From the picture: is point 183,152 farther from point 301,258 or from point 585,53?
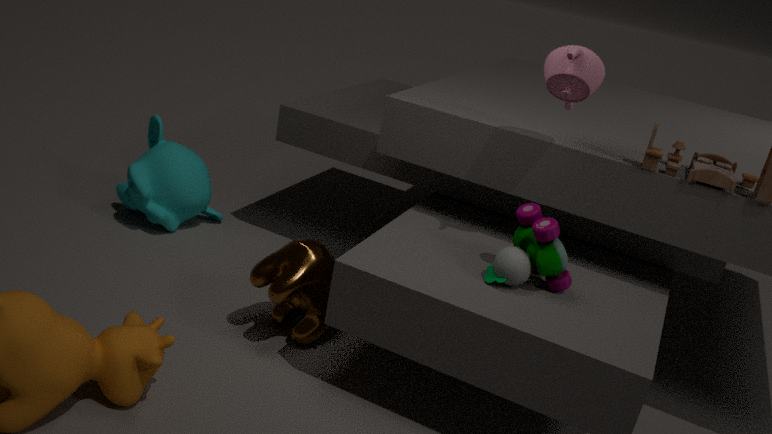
point 585,53
